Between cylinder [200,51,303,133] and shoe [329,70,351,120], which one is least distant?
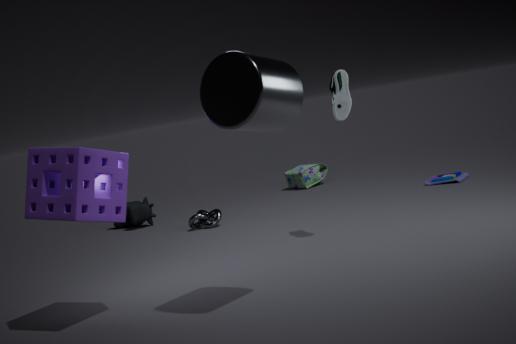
A: cylinder [200,51,303,133]
